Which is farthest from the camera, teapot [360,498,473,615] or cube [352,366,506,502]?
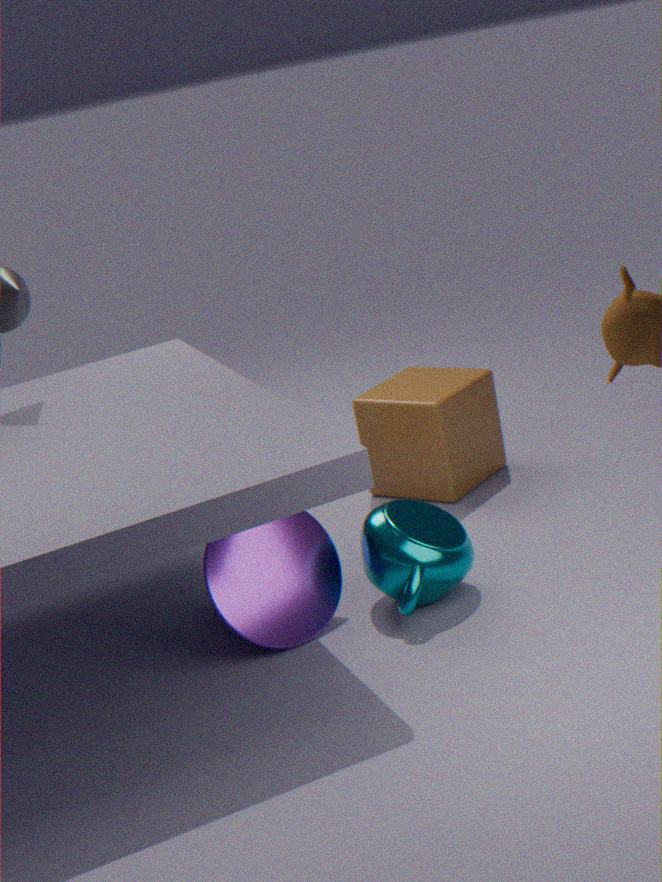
cube [352,366,506,502]
